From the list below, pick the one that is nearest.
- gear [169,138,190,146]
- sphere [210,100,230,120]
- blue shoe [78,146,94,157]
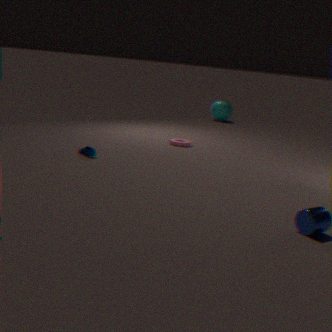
blue shoe [78,146,94,157]
